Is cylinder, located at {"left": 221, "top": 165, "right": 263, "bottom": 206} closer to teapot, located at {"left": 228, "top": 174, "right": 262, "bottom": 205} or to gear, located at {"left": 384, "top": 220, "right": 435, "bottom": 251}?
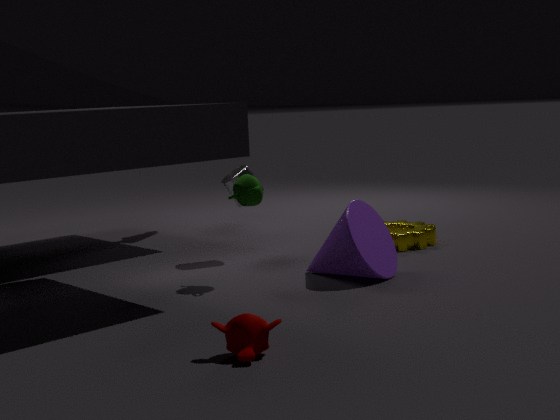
teapot, located at {"left": 228, "top": 174, "right": 262, "bottom": 205}
